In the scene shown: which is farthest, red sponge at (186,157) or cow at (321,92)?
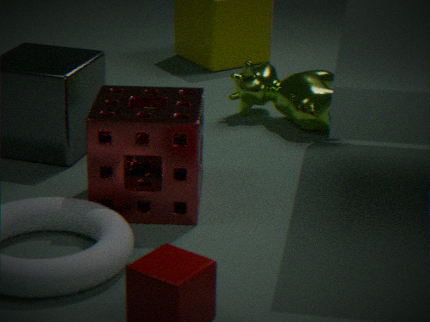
cow at (321,92)
